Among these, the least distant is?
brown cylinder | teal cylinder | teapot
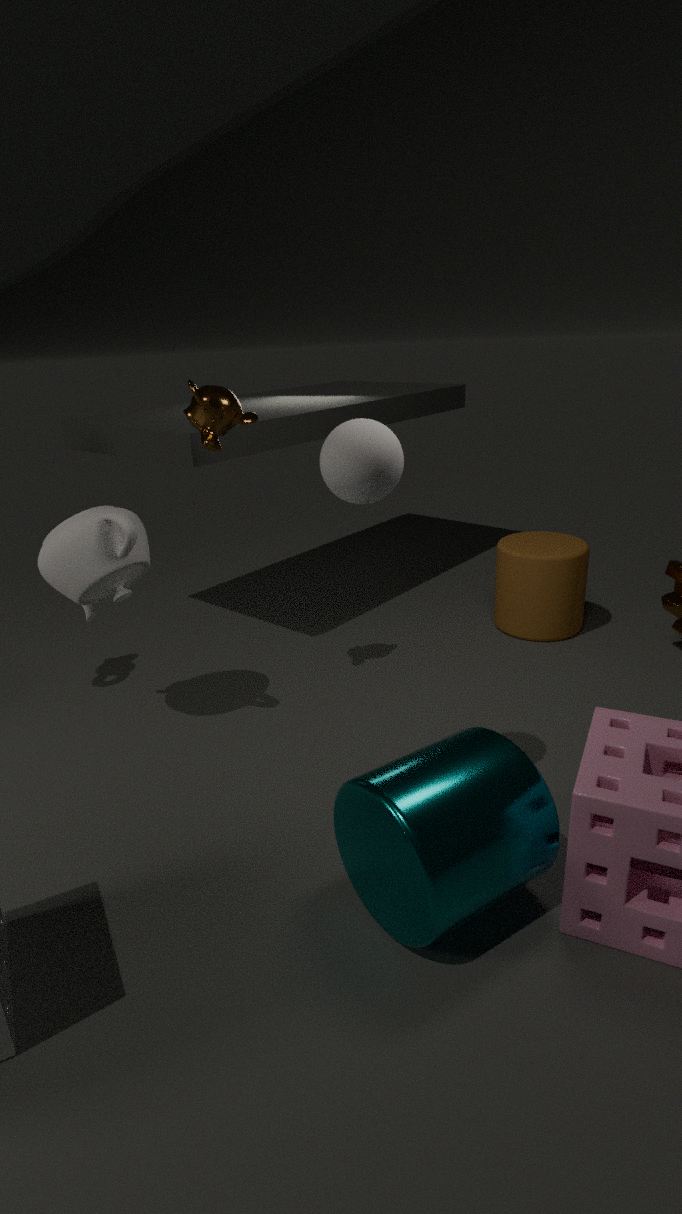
teal cylinder
